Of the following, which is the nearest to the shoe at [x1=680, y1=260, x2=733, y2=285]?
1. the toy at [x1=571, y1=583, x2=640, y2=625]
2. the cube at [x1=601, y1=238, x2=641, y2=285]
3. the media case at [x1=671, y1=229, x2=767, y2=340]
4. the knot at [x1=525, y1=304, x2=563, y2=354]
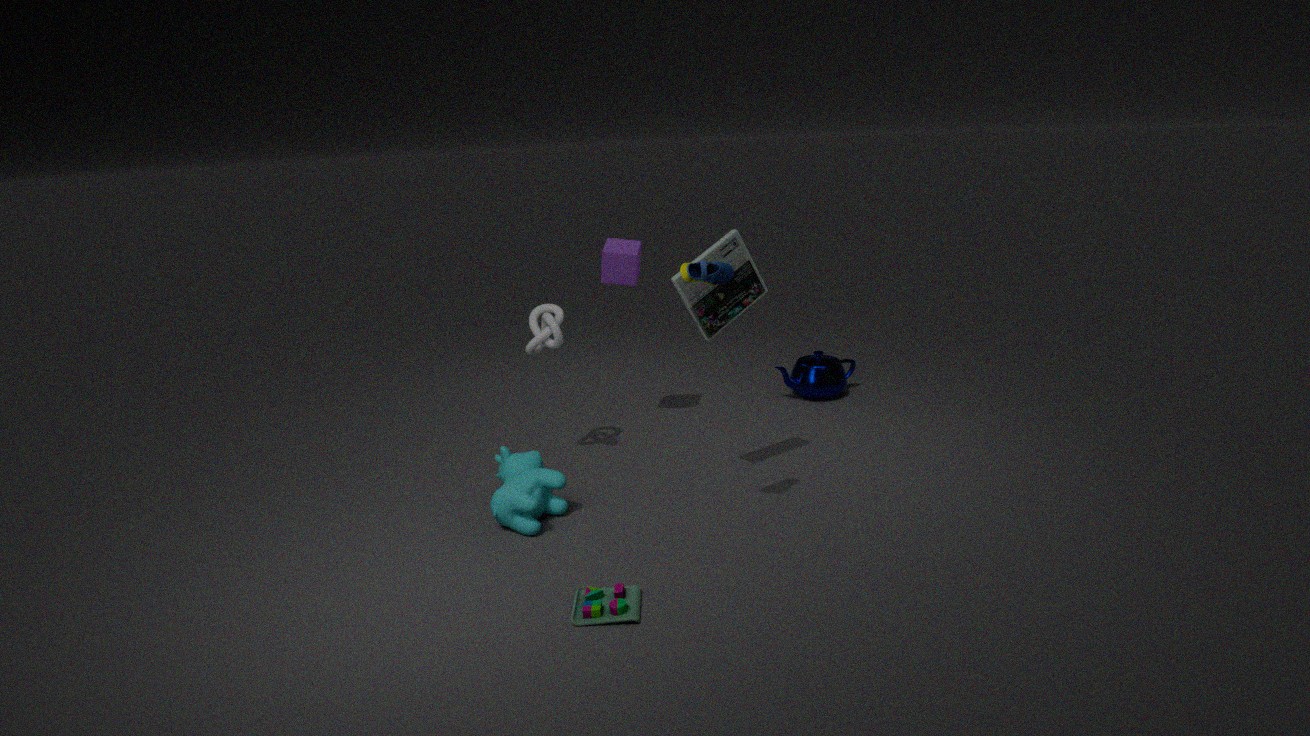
the media case at [x1=671, y1=229, x2=767, y2=340]
